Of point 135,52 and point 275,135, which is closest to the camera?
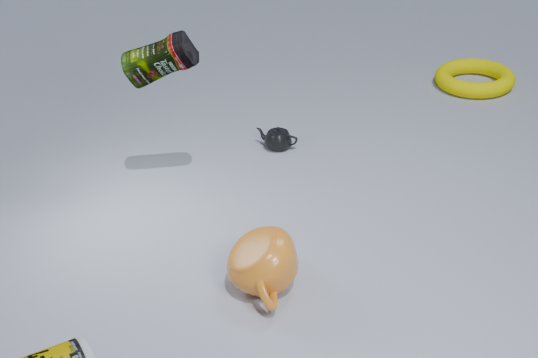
point 135,52
